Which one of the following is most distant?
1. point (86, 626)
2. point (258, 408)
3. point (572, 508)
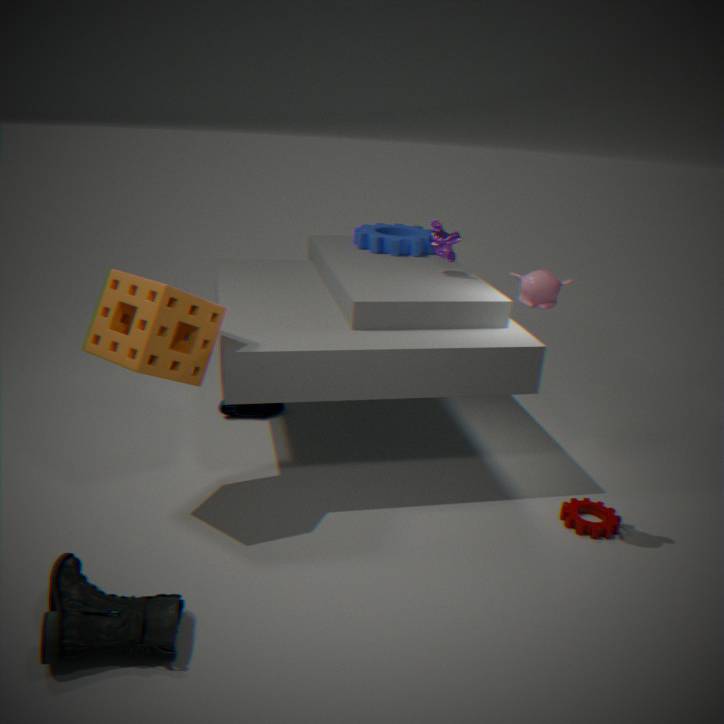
point (258, 408)
